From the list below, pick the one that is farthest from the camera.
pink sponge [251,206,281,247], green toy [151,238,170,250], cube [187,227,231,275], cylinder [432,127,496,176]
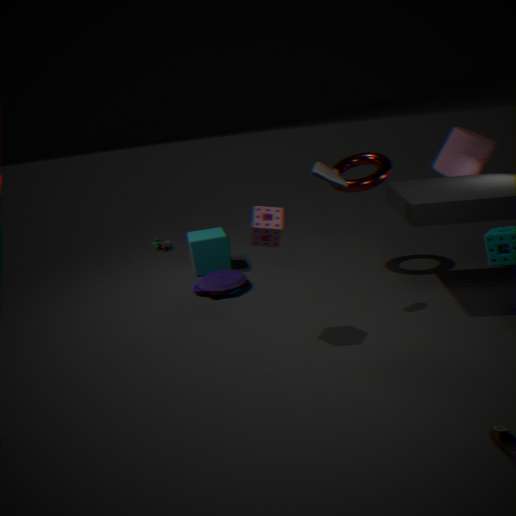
green toy [151,238,170,250]
